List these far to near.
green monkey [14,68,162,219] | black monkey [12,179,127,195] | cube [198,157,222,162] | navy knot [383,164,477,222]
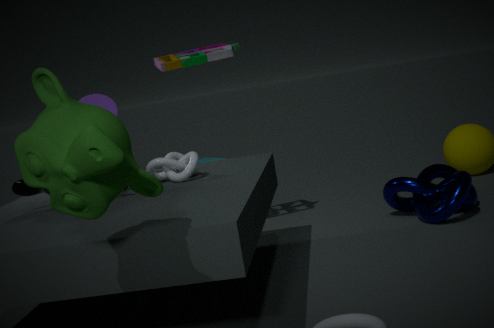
cube [198,157,222,162] → navy knot [383,164,477,222] → black monkey [12,179,127,195] → green monkey [14,68,162,219]
